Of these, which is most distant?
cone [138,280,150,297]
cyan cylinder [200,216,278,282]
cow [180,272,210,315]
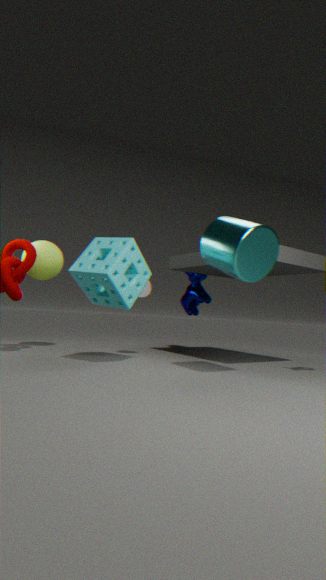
cow [180,272,210,315]
